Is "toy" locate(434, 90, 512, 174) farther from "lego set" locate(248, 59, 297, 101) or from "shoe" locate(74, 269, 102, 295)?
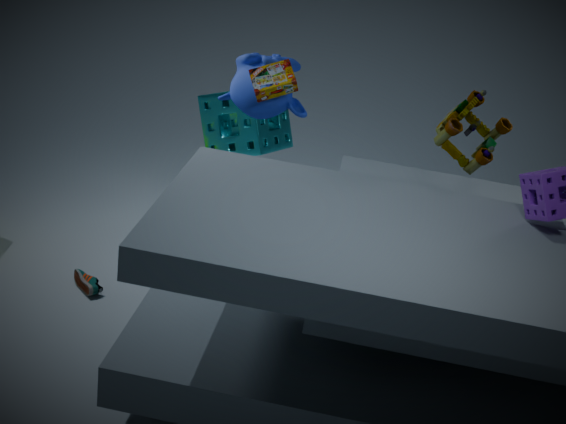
"shoe" locate(74, 269, 102, 295)
